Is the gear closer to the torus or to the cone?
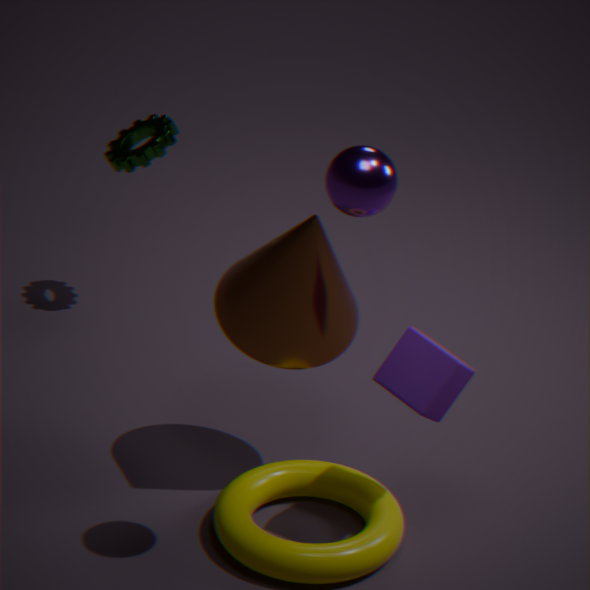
the cone
